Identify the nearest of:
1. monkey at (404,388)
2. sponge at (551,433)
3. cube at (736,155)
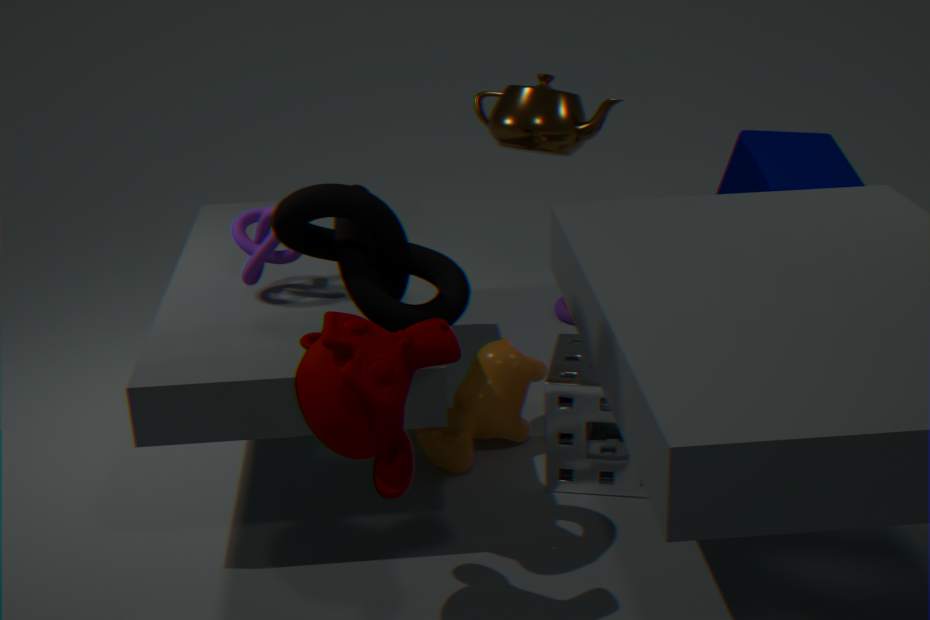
monkey at (404,388)
